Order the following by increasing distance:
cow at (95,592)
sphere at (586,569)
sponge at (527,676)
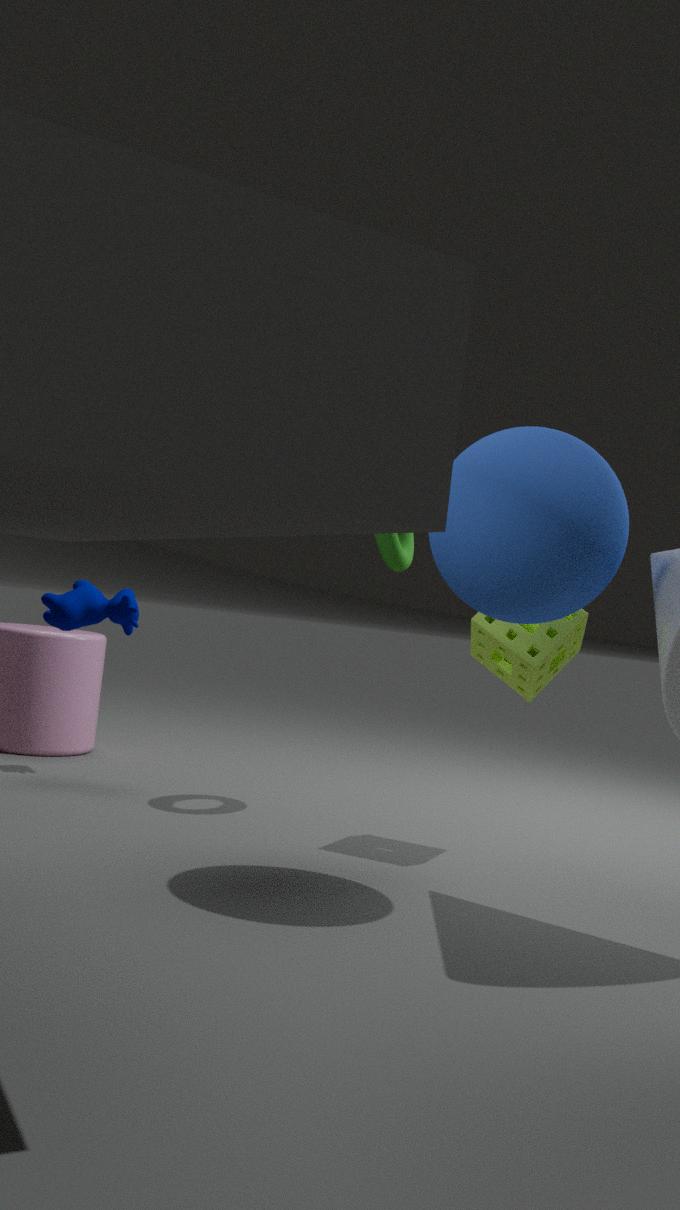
1. sphere at (586,569)
2. sponge at (527,676)
3. cow at (95,592)
